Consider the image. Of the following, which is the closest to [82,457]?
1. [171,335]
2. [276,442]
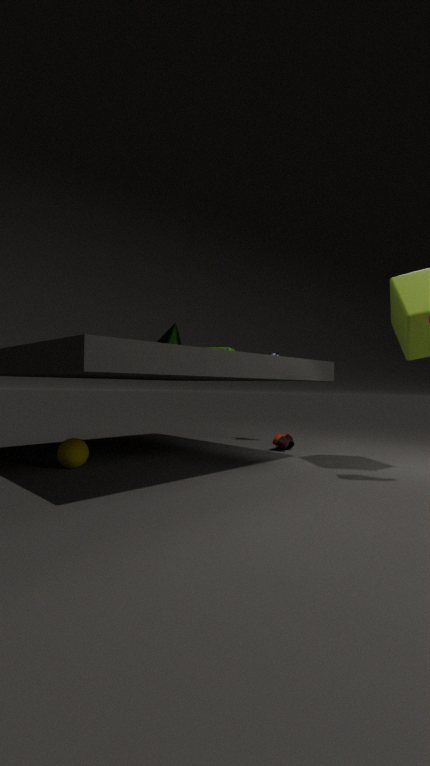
[171,335]
